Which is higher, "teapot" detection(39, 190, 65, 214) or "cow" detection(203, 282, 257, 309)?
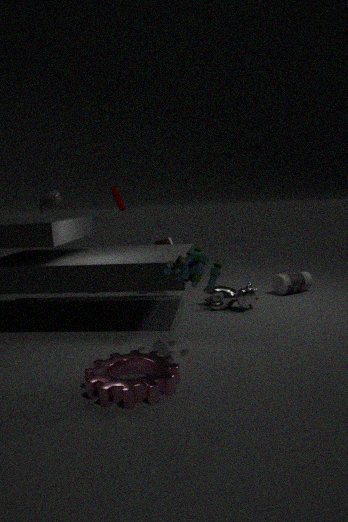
"teapot" detection(39, 190, 65, 214)
